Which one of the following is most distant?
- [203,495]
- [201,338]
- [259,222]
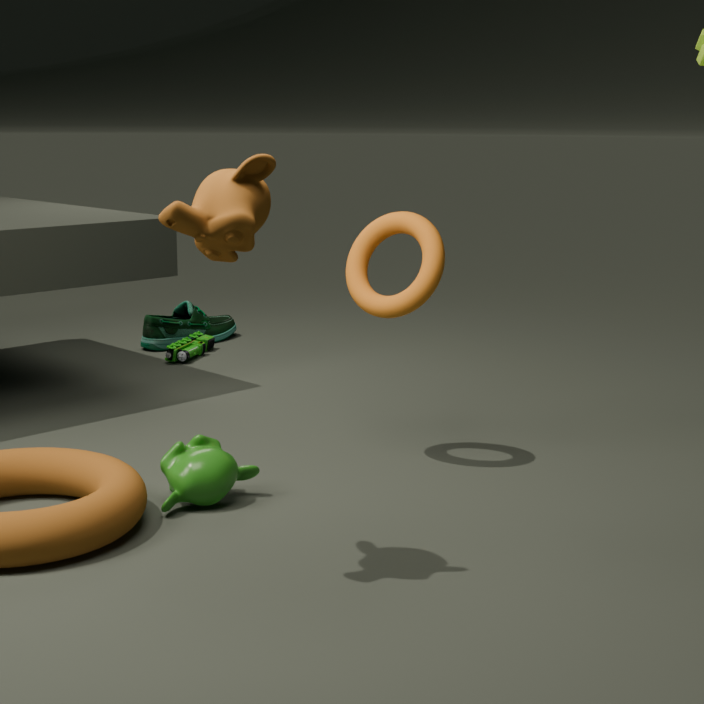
[201,338]
